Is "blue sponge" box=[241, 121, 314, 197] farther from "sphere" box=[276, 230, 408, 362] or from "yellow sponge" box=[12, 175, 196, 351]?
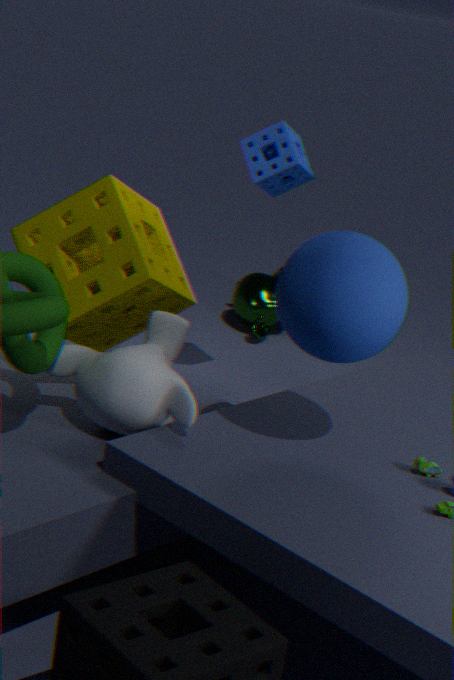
"sphere" box=[276, 230, 408, 362]
